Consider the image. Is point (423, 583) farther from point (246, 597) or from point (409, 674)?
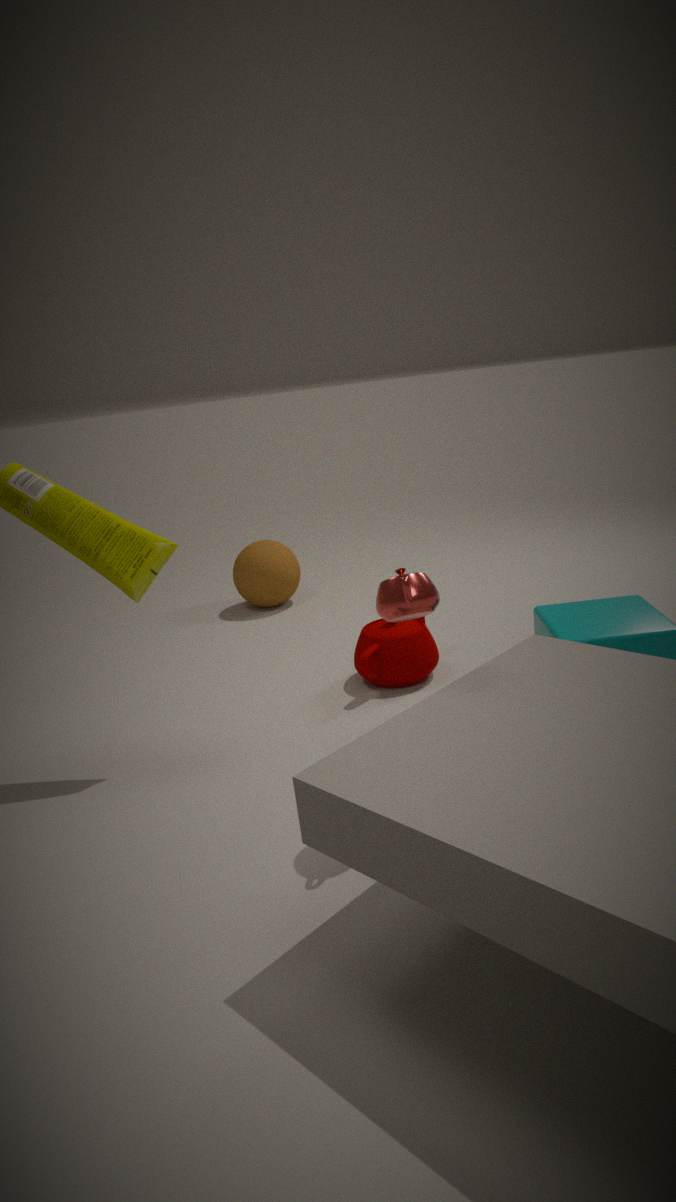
point (246, 597)
